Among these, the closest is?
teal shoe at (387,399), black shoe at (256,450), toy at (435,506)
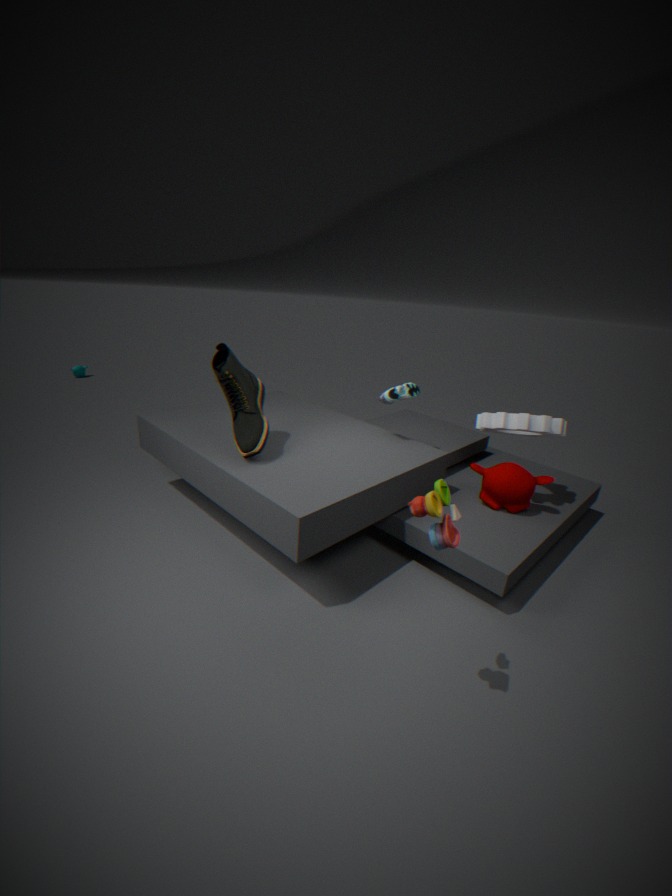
toy at (435,506)
